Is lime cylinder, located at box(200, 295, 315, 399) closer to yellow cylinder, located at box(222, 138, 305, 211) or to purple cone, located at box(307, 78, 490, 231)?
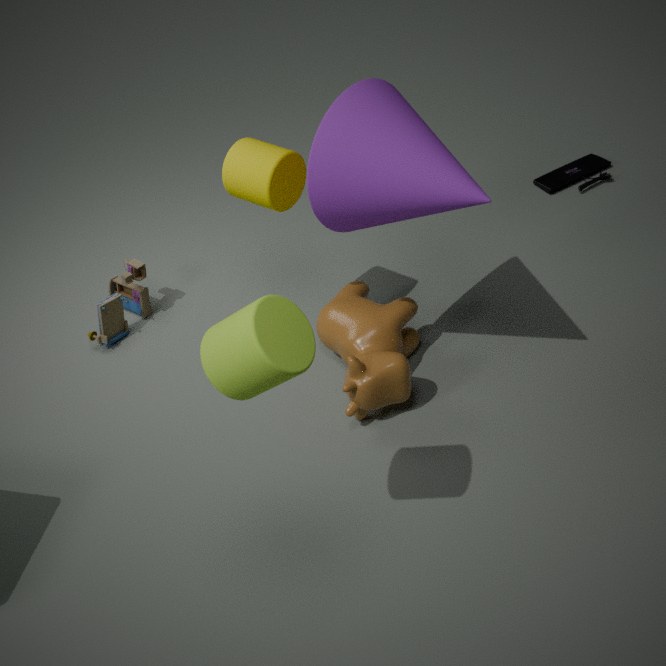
purple cone, located at box(307, 78, 490, 231)
